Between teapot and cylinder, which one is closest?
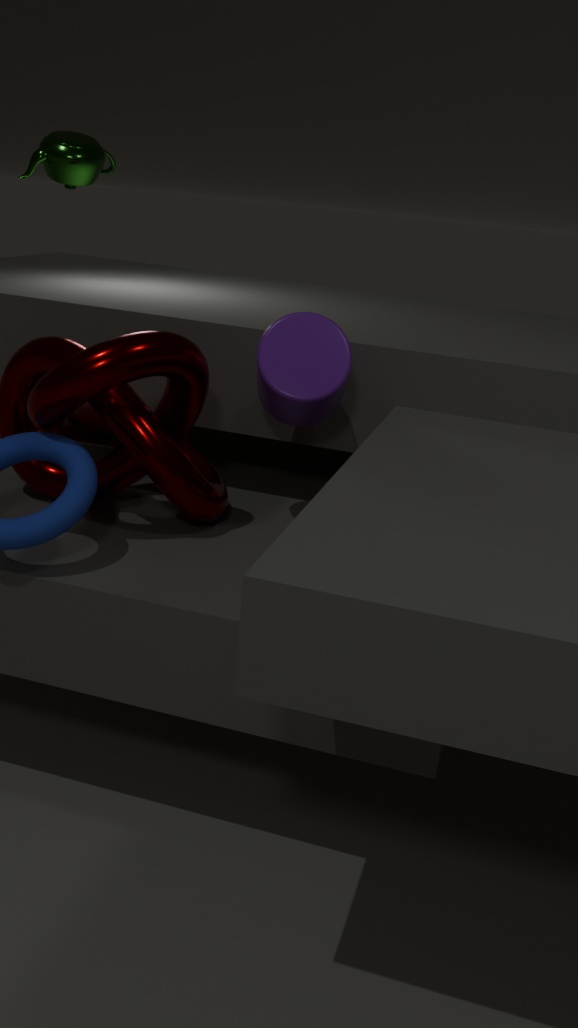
cylinder
